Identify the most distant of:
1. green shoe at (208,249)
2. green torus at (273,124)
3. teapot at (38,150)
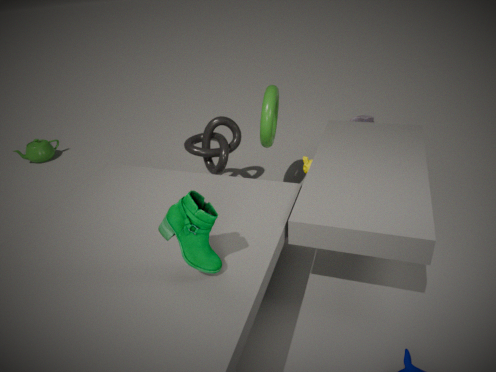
teapot at (38,150)
